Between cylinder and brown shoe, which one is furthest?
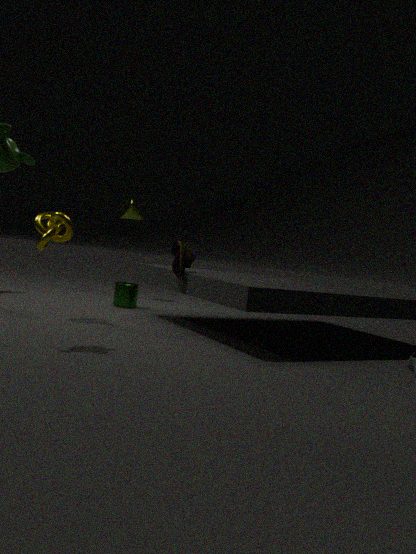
cylinder
